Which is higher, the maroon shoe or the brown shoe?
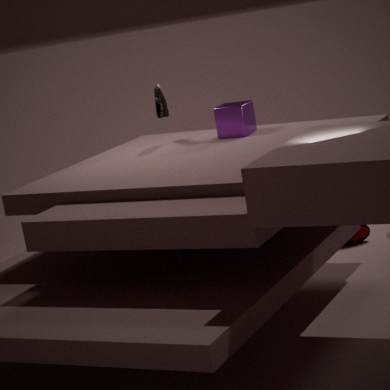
the brown shoe
